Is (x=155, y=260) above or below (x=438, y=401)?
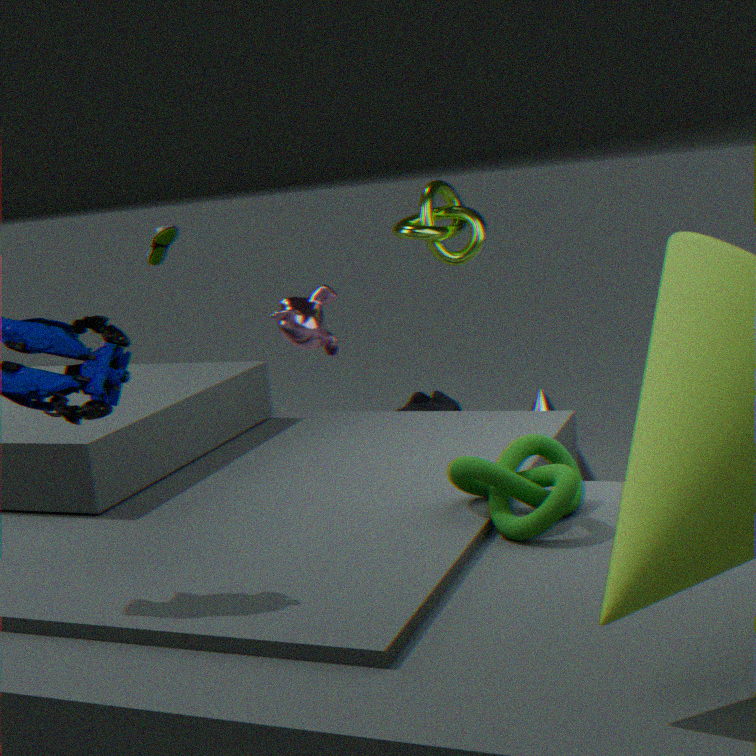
above
